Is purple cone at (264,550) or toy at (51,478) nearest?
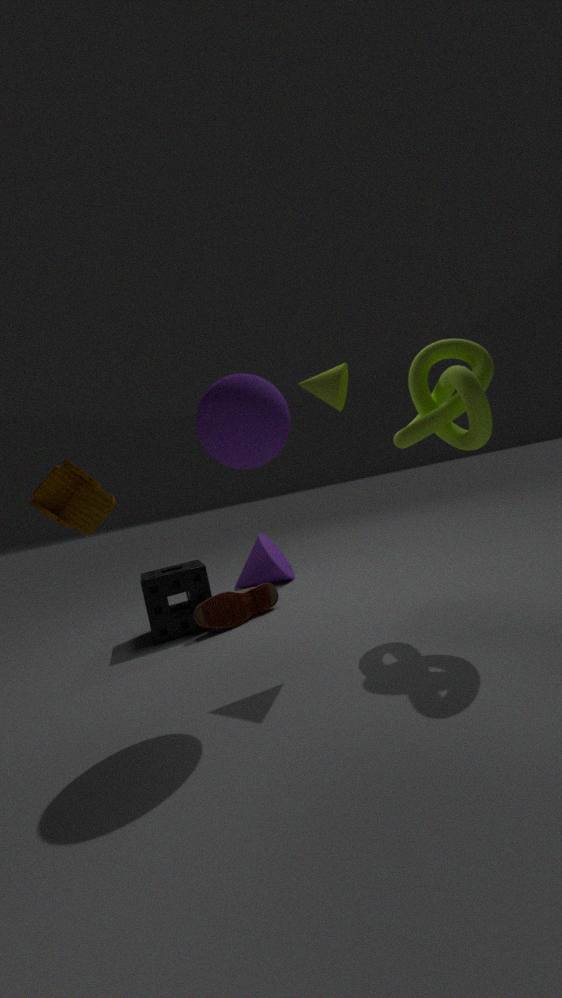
toy at (51,478)
